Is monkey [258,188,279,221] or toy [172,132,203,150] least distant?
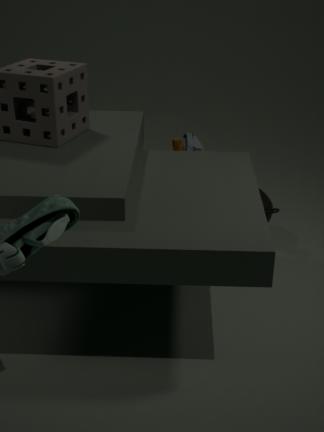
monkey [258,188,279,221]
